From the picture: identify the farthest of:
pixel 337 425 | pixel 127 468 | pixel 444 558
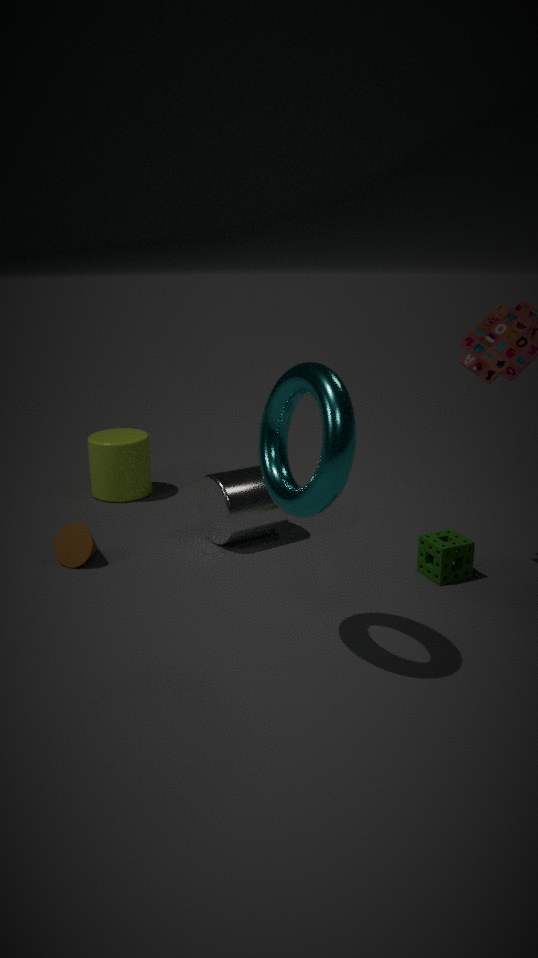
pixel 127 468
